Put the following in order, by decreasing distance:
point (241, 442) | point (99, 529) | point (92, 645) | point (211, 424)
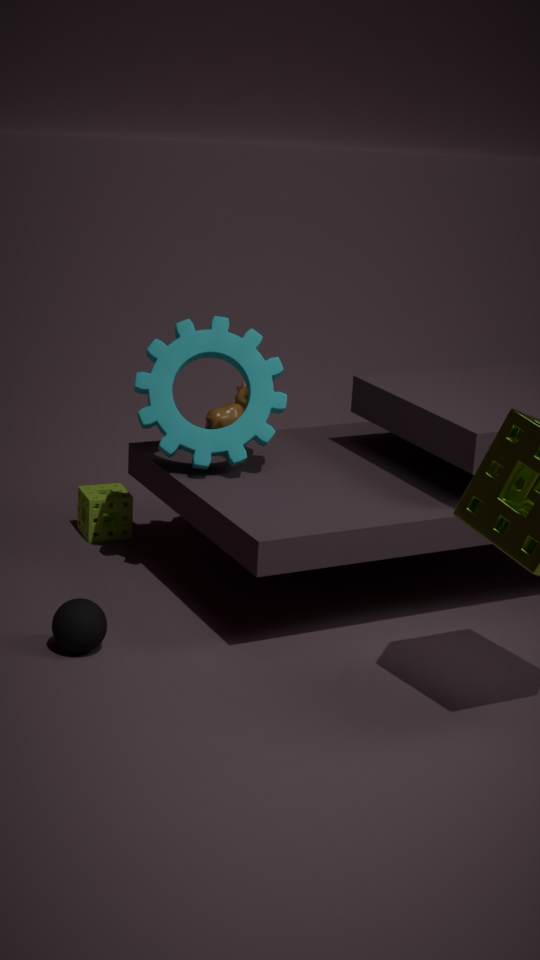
point (99, 529) < point (211, 424) < point (241, 442) < point (92, 645)
